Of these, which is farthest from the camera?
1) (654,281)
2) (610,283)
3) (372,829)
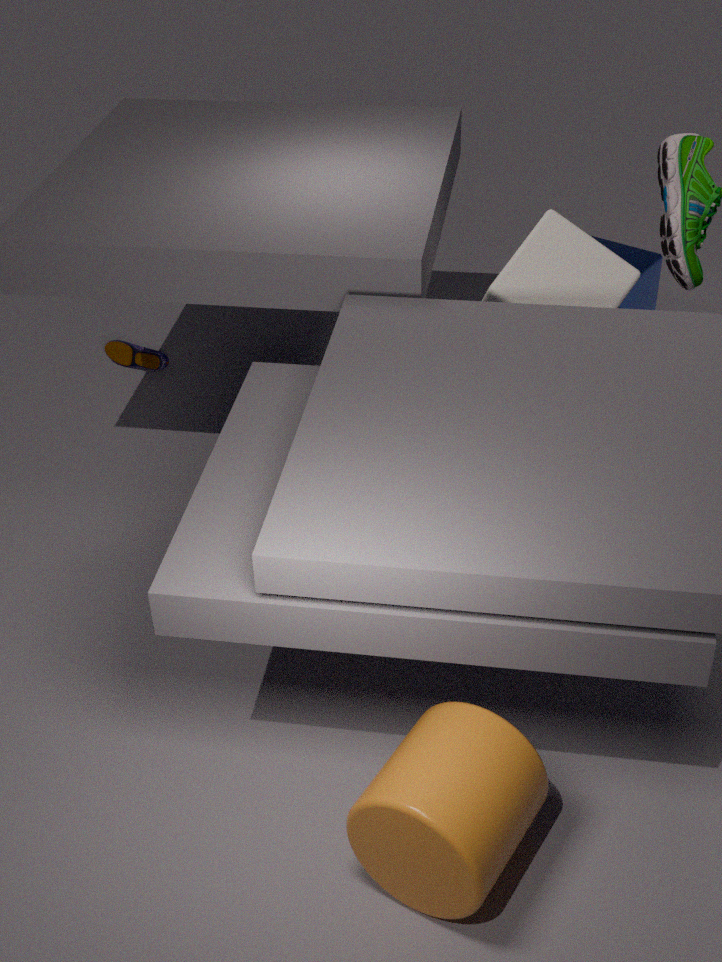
1. (654,281)
